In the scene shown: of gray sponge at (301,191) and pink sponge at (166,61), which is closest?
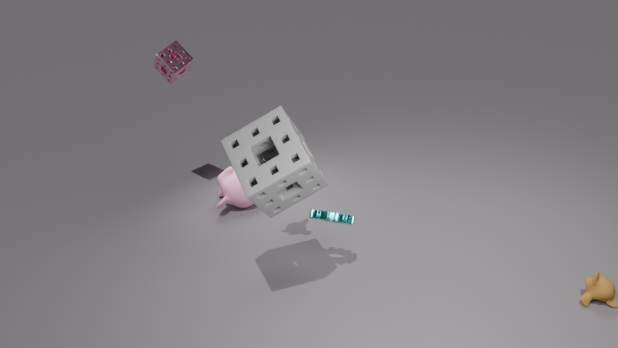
gray sponge at (301,191)
